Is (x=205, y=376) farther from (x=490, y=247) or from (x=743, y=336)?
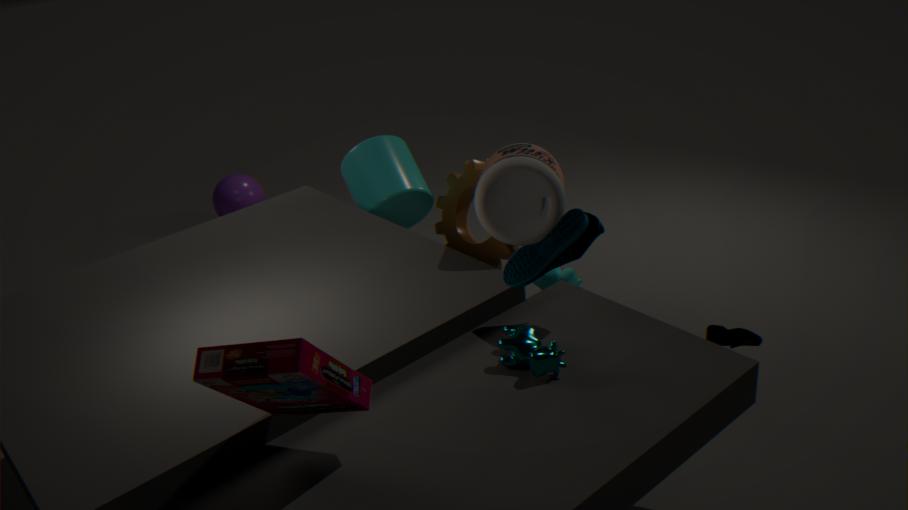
(x=490, y=247)
